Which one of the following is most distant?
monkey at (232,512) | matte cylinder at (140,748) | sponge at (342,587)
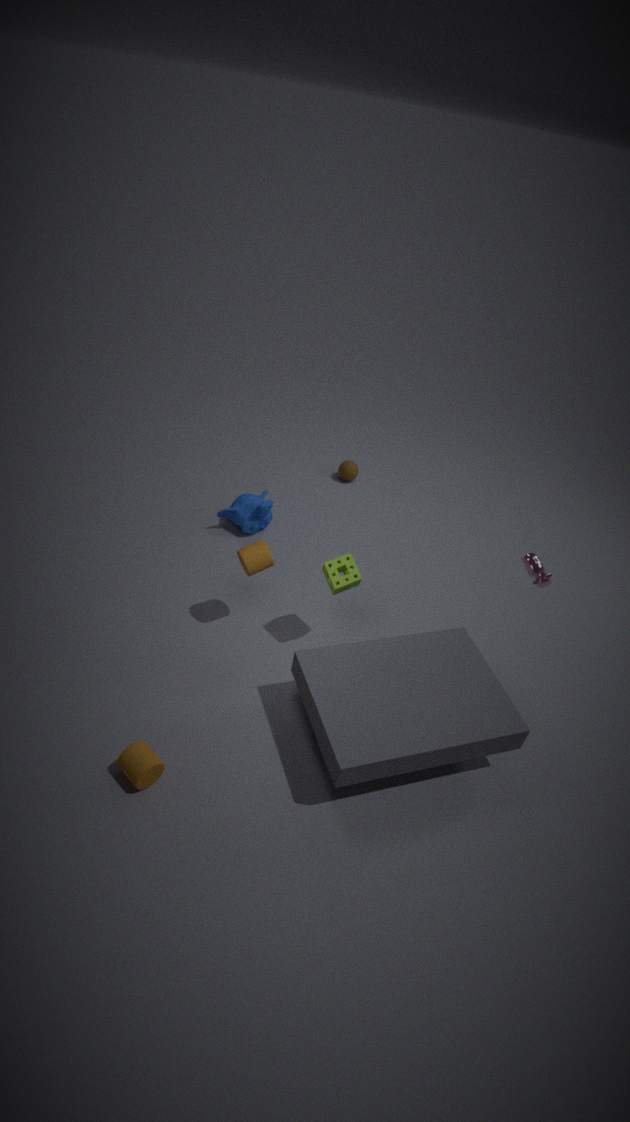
monkey at (232,512)
